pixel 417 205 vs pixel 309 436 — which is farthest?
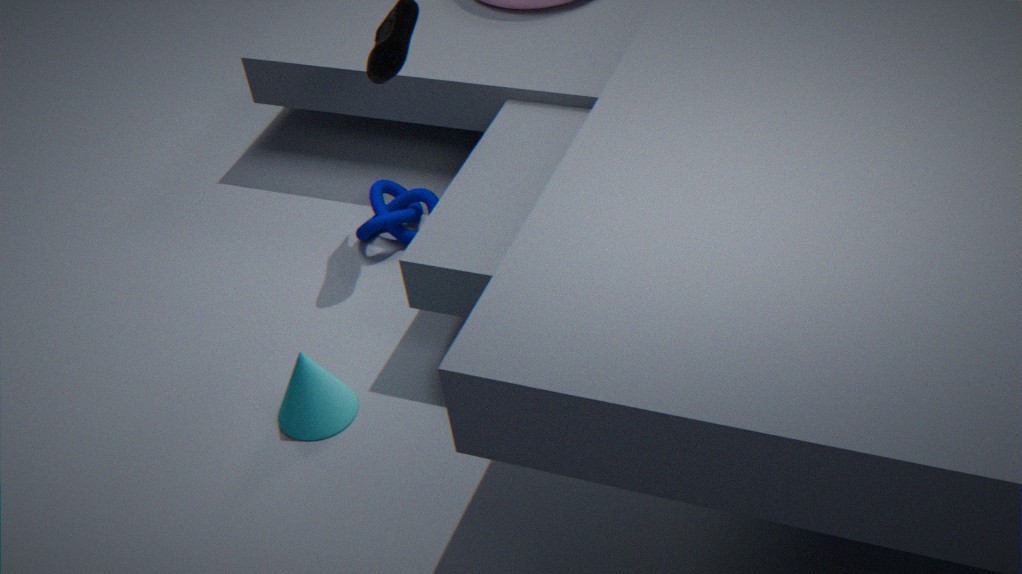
pixel 417 205
